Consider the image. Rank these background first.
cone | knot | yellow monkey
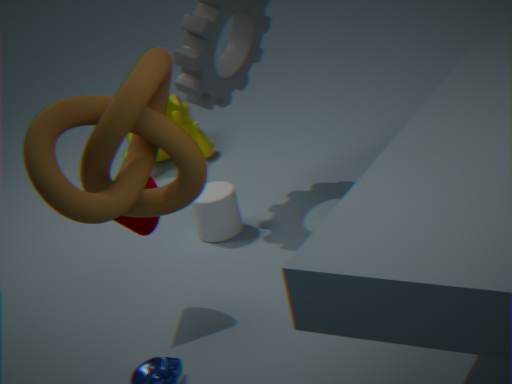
yellow monkey → cone → knot
